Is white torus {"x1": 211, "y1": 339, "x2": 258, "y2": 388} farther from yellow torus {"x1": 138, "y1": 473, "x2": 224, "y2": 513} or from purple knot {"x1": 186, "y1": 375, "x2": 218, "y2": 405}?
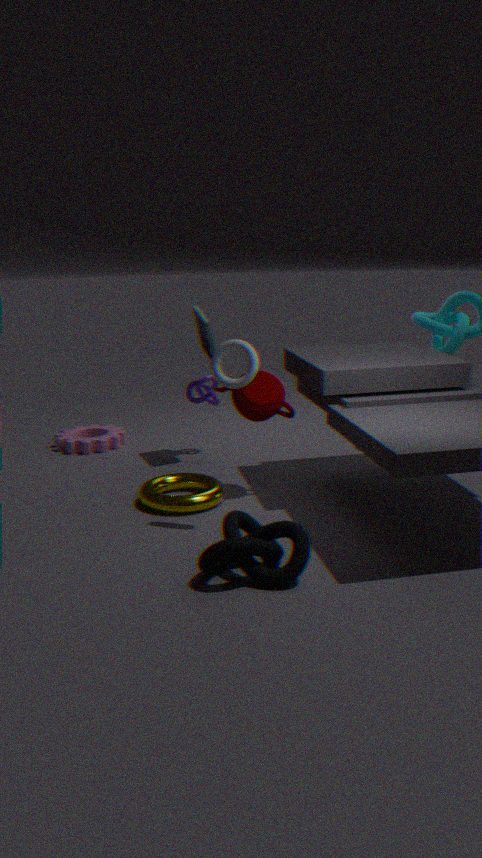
purple knot {"x1": 186, "y1": 375, "x2": 218, "y2": 405}
